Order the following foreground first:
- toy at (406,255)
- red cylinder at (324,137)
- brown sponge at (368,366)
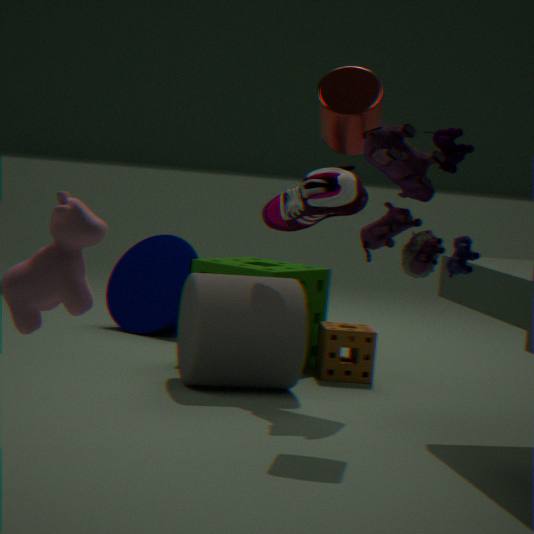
1. toy at (406,255)
2. red cylinder at (324,137)
3. brown sponge at (368,366)
